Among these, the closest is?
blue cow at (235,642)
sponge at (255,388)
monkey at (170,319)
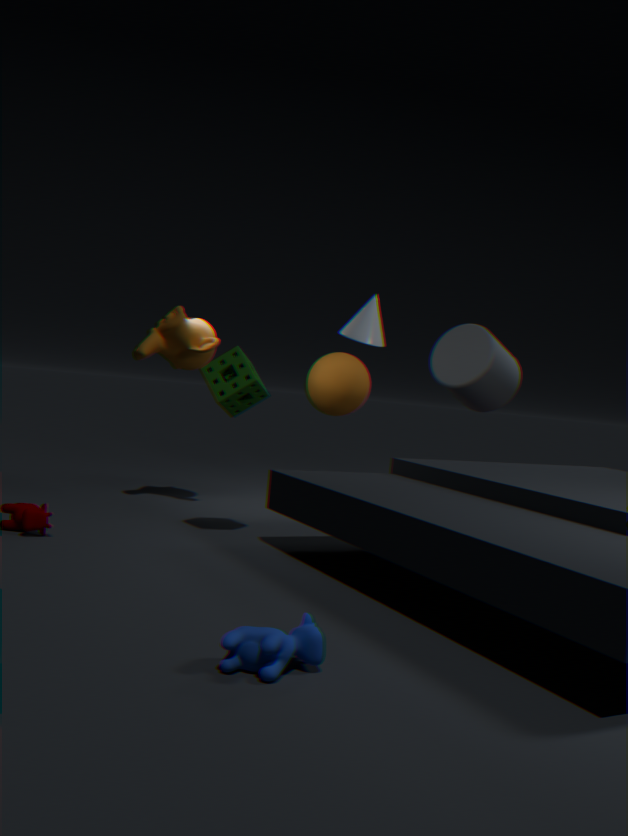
blue cow at (235,642)
